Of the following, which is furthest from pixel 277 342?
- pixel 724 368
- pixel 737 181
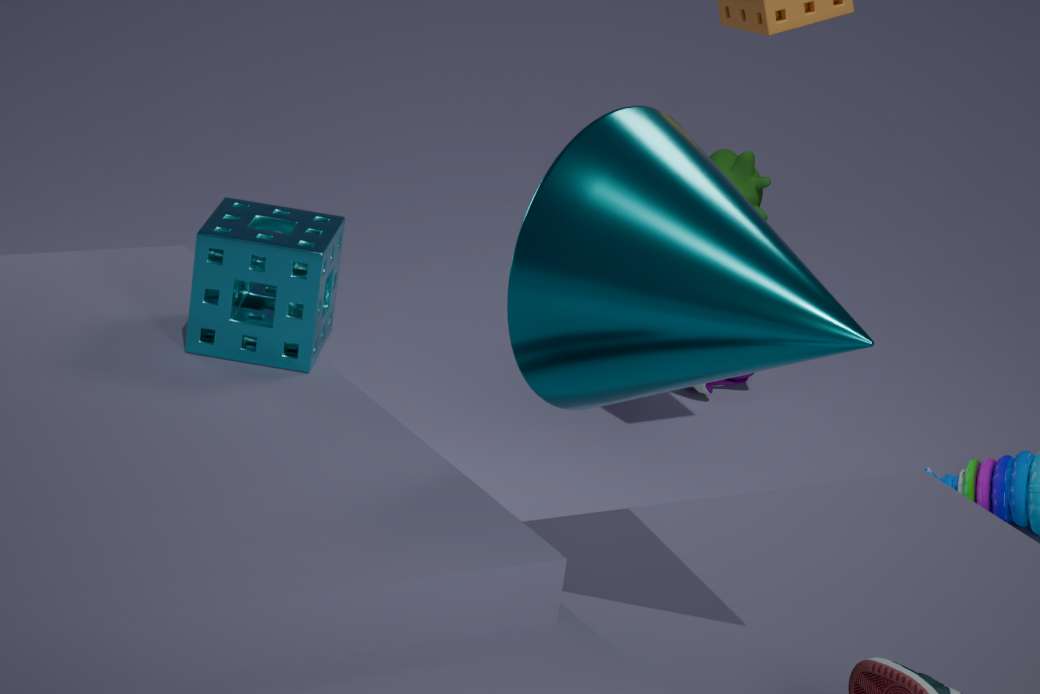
pixel 737 181
